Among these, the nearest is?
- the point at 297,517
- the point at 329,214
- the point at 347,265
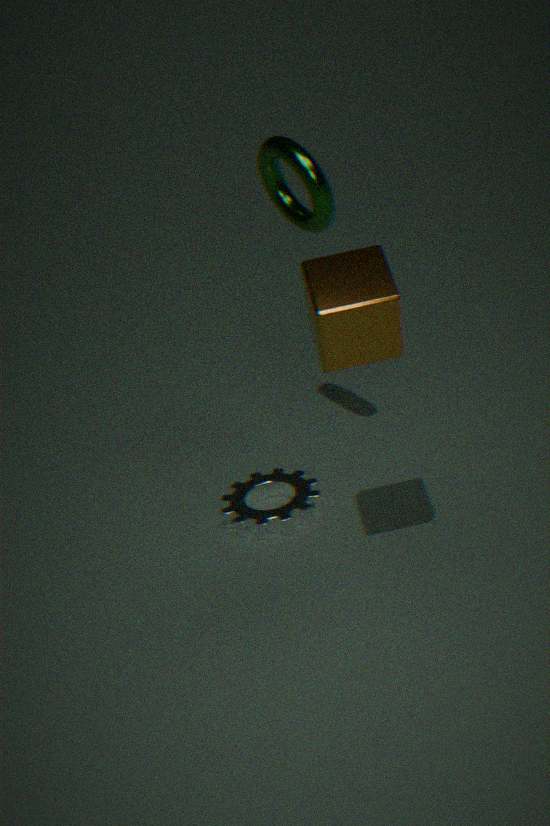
the point at 347,265
